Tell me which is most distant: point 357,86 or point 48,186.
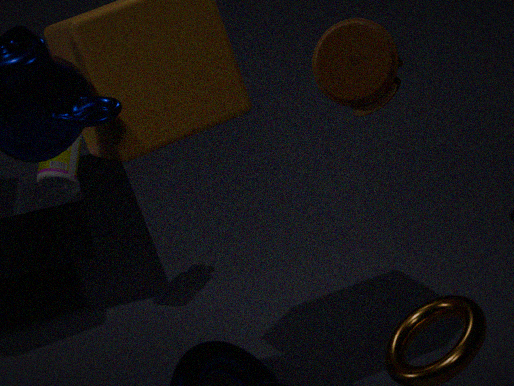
point 48,186
